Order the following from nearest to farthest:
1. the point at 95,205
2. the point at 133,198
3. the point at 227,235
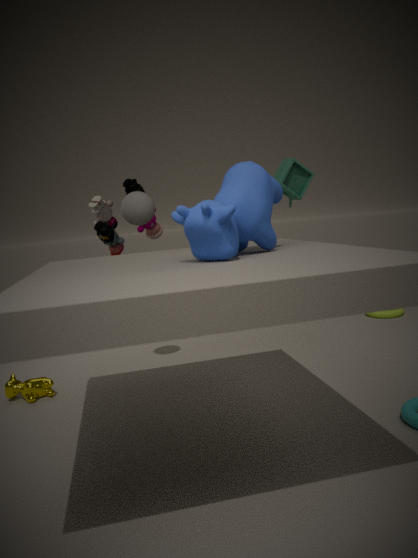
1. the point at 227,235
2. the point at 133,198
3. the point at 95,205
